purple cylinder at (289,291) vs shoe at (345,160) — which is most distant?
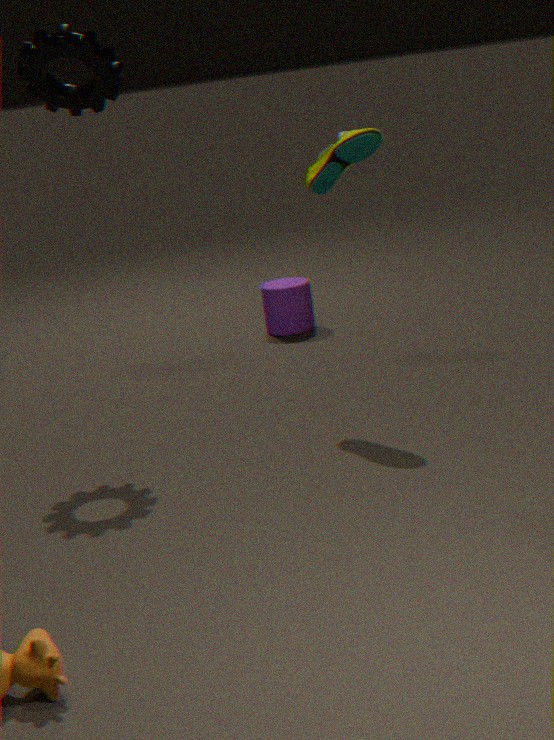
purple cylinder at (289,291)
